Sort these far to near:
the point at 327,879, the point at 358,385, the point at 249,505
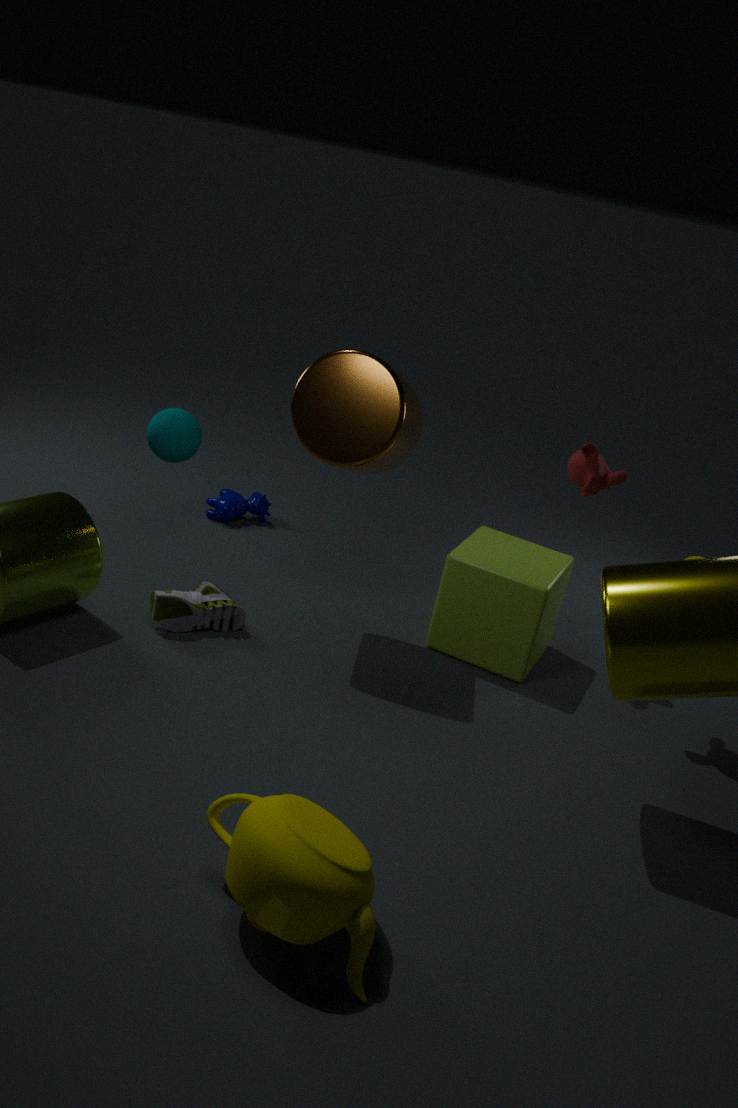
the point at 249,505, the point at 358,385, the point at 327,879
